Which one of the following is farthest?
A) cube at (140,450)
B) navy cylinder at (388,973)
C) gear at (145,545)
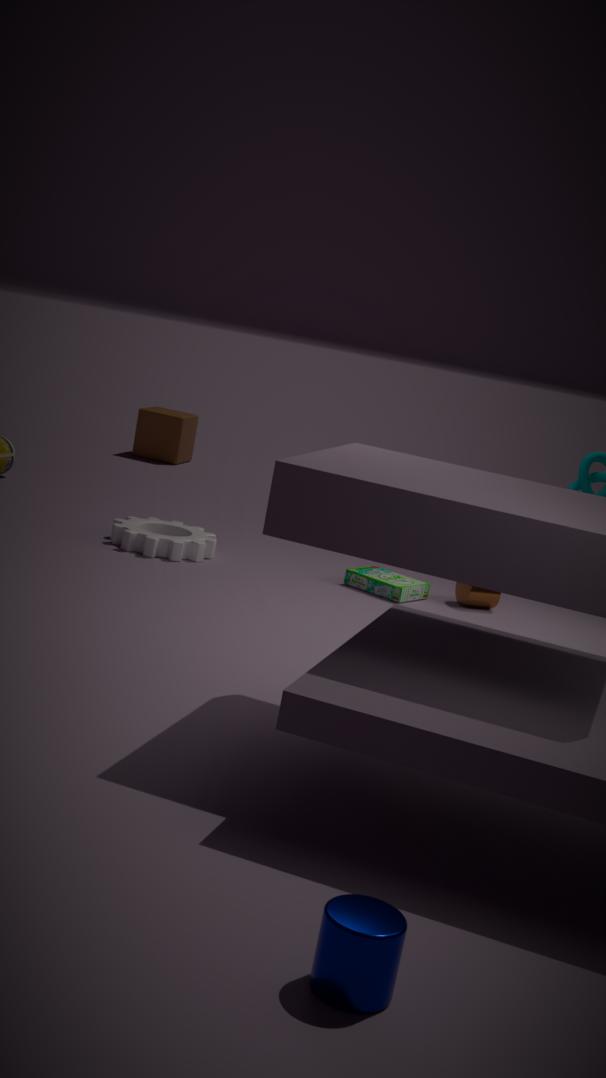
A. cube at (140,450)
